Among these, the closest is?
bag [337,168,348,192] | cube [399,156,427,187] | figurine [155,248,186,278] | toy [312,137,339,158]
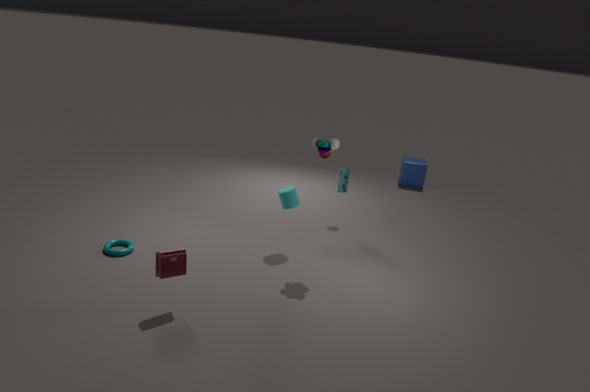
figurine [155,248,186,278]
